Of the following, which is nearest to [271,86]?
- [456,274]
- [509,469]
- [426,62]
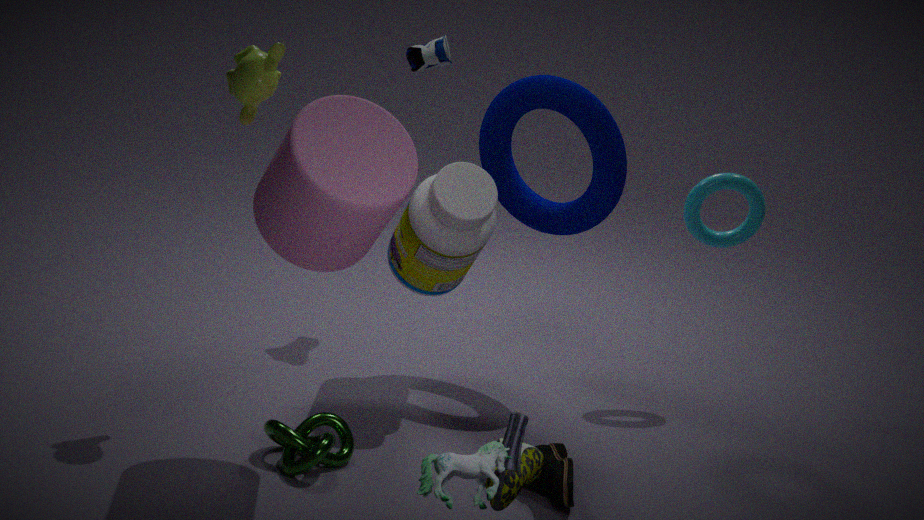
[456,274]
